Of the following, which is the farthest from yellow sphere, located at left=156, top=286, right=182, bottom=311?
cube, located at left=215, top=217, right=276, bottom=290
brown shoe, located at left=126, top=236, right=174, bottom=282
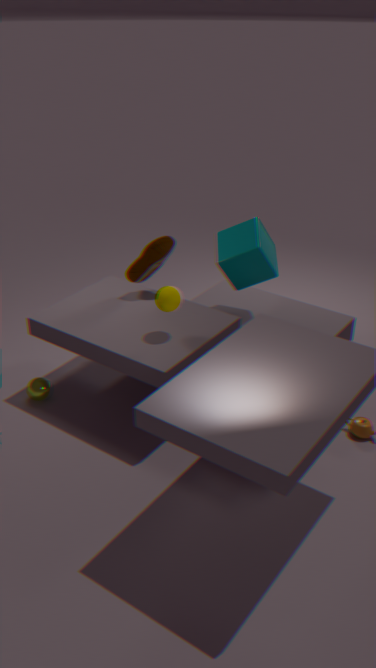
cube, located at left=215, top=217, right=276, bottom=290
